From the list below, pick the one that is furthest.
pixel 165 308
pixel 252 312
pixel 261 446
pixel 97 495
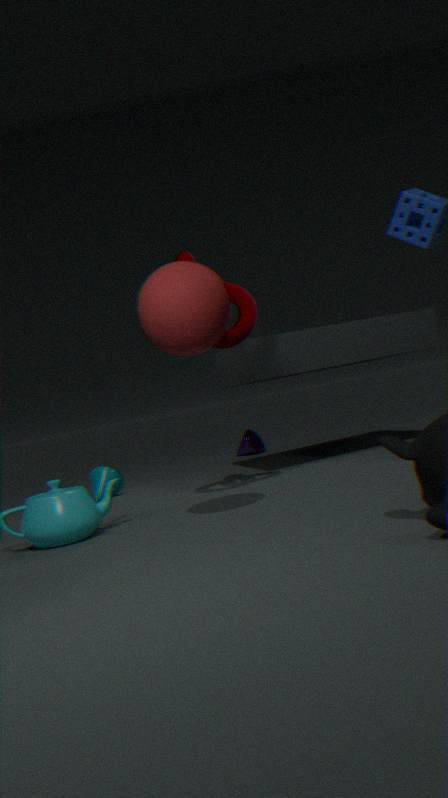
pixel 261 446
